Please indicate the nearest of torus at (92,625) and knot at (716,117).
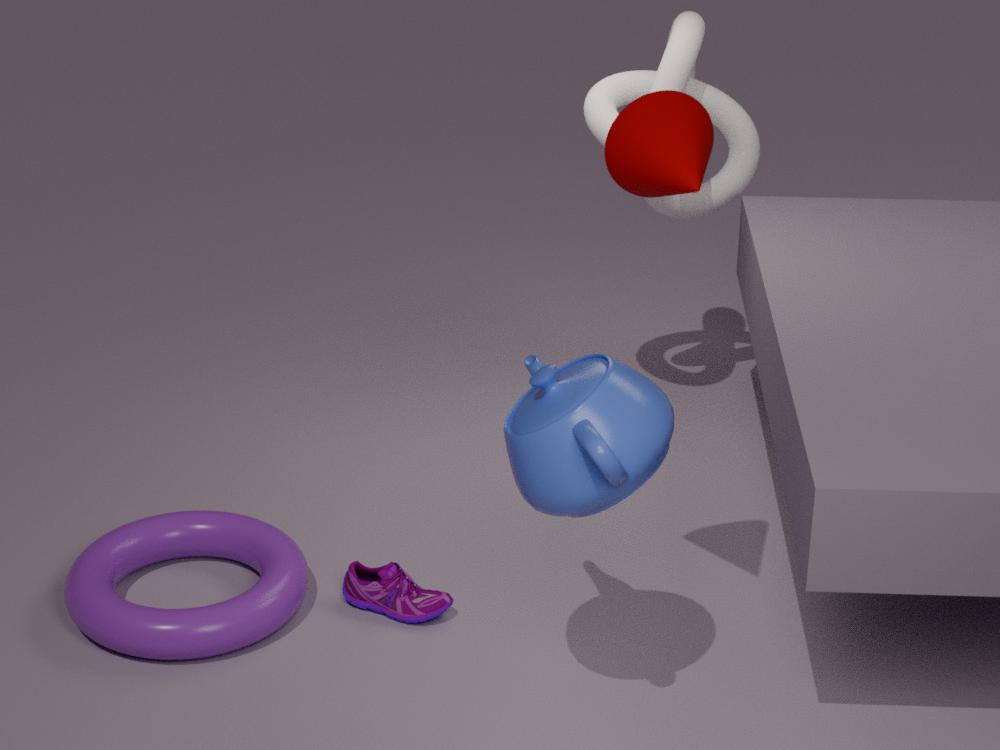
torus at (92,625)
